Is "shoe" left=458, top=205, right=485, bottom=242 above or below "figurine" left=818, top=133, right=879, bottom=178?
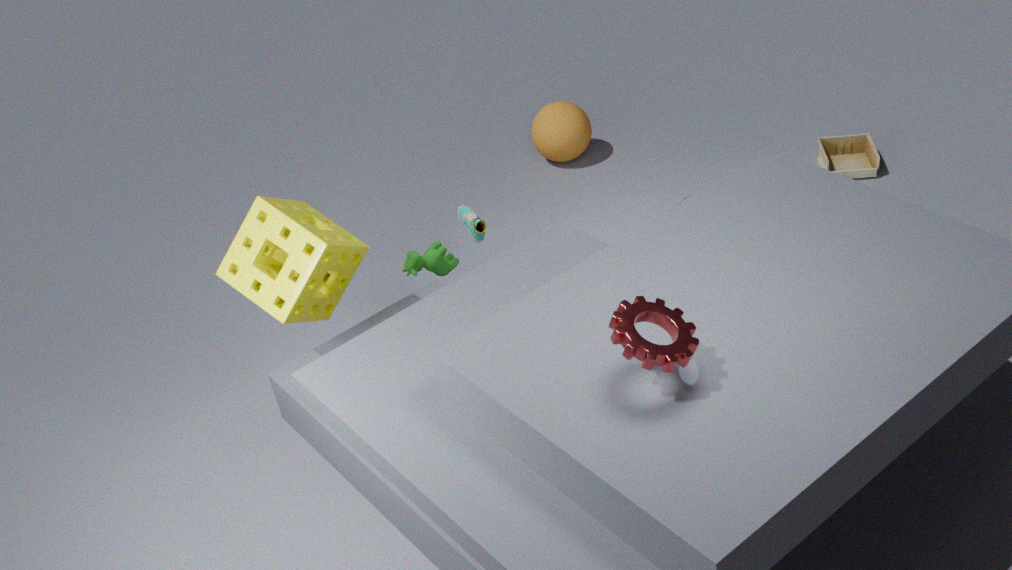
above
